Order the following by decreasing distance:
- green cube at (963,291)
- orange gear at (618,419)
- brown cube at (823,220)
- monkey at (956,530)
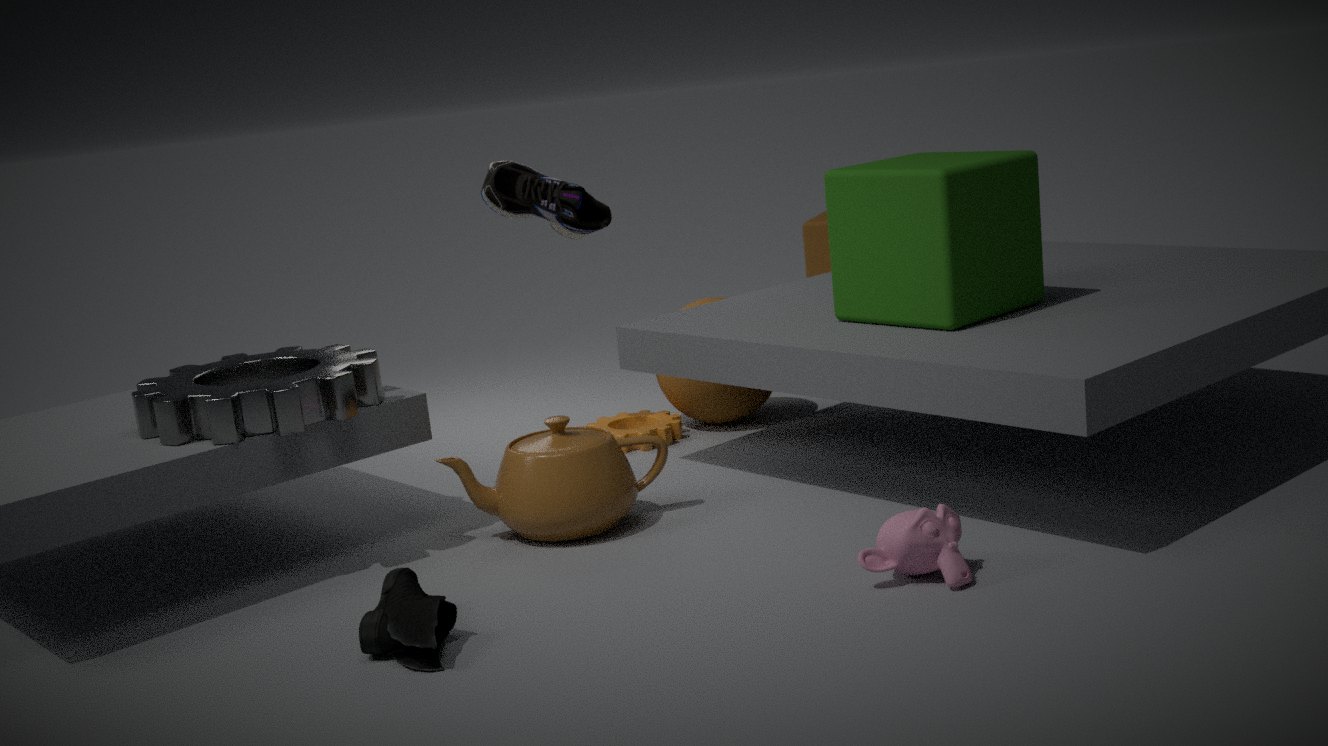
brown cube at (823,220) < orange gear at (618,419) < green cube at (963,291) < monkey at (956,530)
